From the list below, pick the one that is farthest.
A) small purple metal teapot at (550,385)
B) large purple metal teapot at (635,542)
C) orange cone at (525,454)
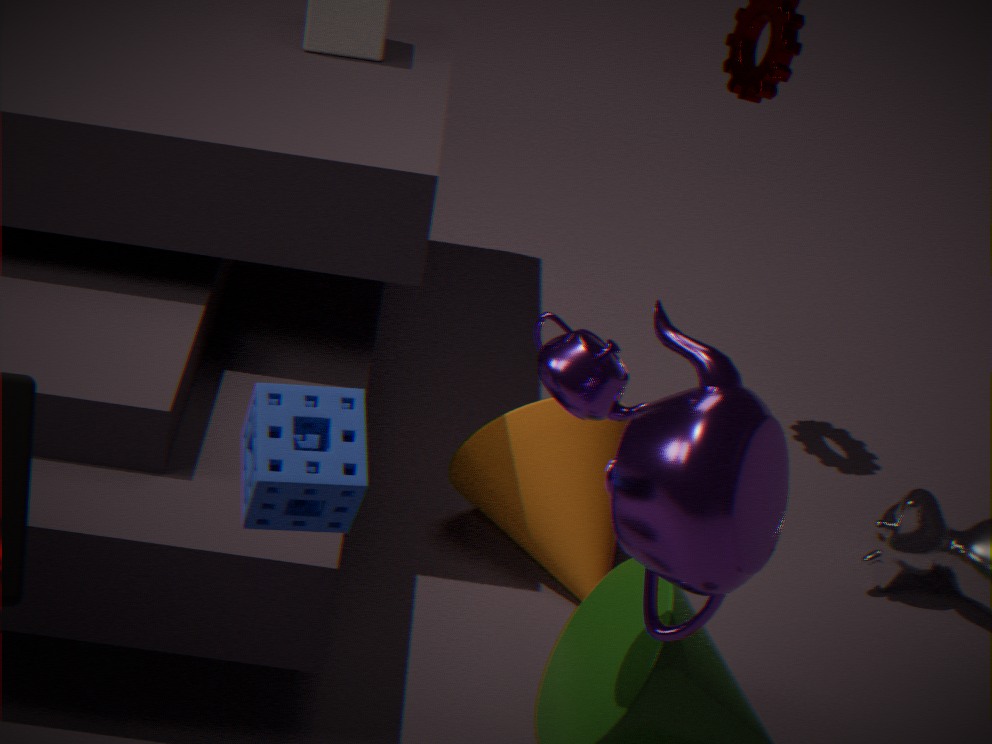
orange cone at (525,454)
